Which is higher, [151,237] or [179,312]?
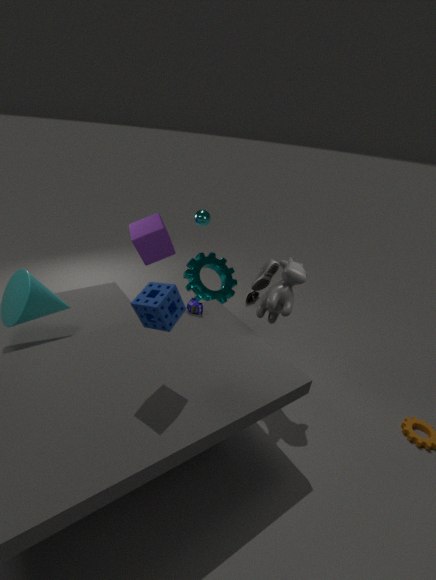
[179,312]
